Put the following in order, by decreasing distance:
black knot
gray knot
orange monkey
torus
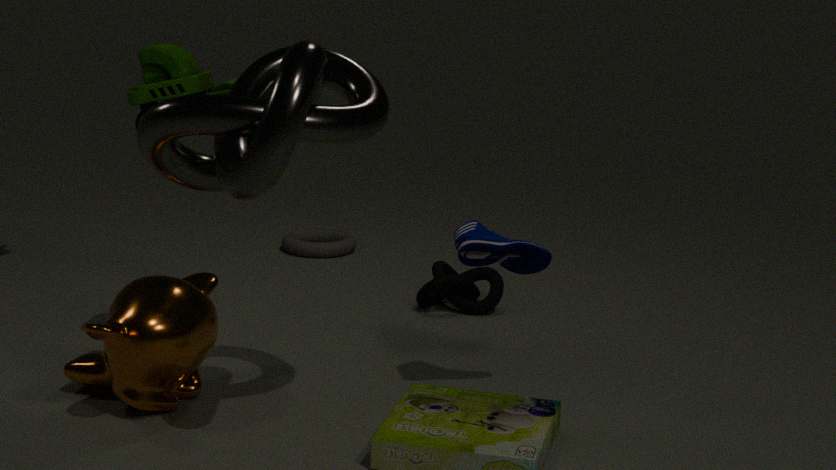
torus, black knot, orange monkey, gray knot
